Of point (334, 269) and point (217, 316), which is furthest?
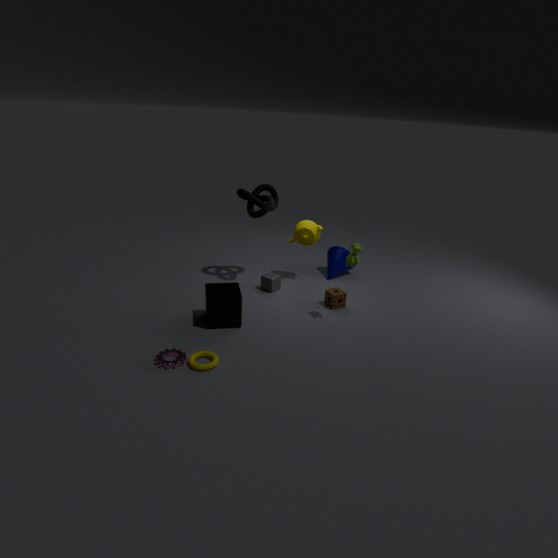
point (334, 269)
